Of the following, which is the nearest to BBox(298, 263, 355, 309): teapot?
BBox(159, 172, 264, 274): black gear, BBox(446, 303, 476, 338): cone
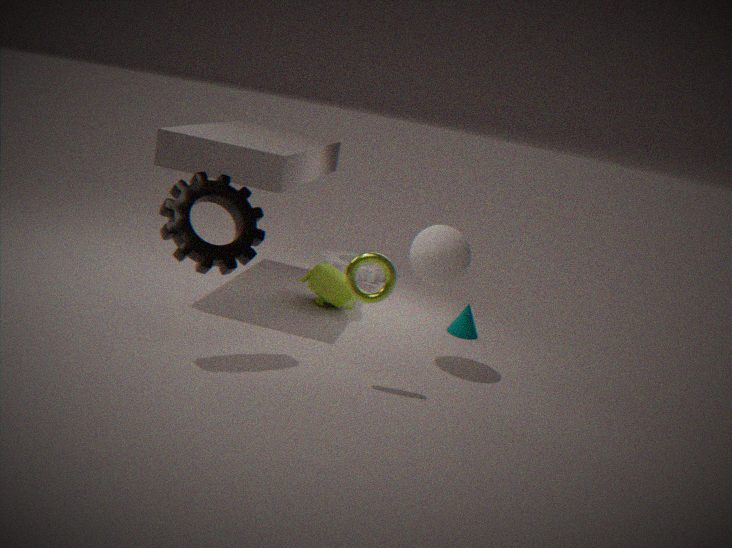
BBox(446, 303, 476, 338): cone
